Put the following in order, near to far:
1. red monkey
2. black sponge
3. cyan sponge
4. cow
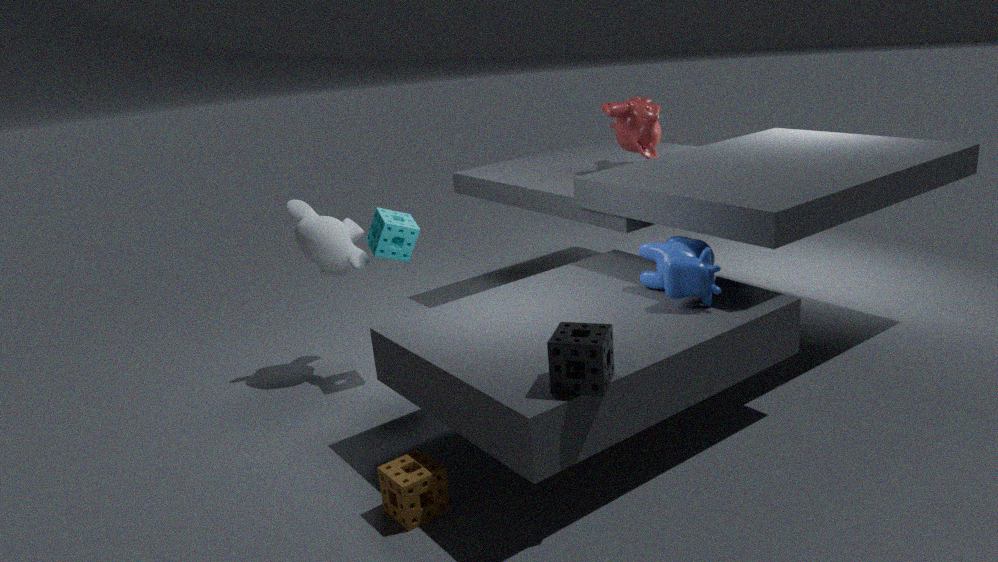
black sponge → cow → cyan sponge → red monkey
